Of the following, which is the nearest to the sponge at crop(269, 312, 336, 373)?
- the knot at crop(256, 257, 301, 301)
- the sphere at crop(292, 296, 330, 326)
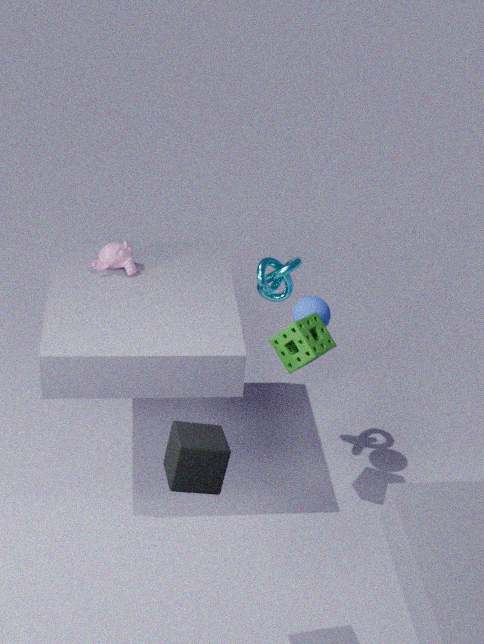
the sphere at crop(292, 296, 330, 326)
